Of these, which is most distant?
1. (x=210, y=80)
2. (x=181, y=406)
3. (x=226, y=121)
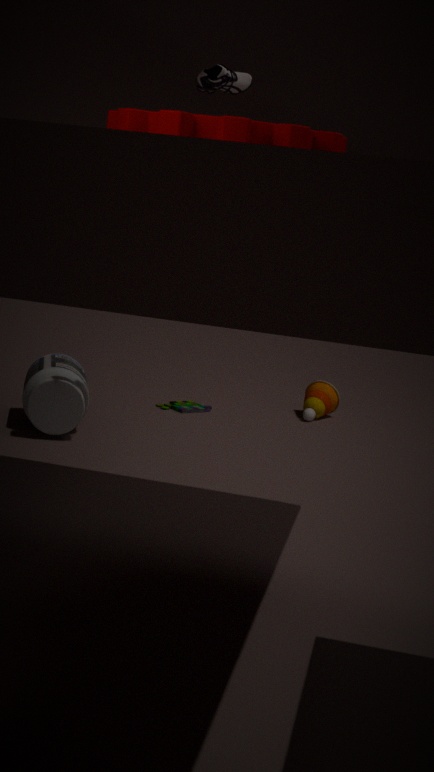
(x=181, y=406)
